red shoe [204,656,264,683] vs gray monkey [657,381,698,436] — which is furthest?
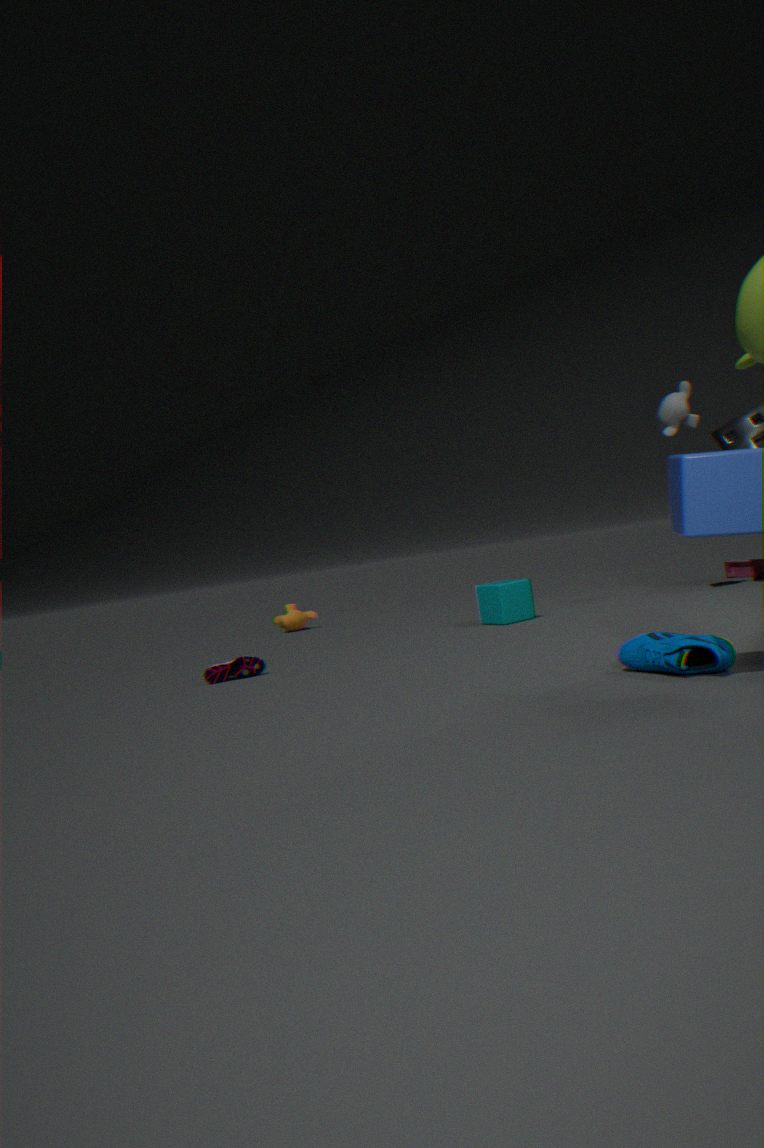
gray monkey [657,381,698,436]
